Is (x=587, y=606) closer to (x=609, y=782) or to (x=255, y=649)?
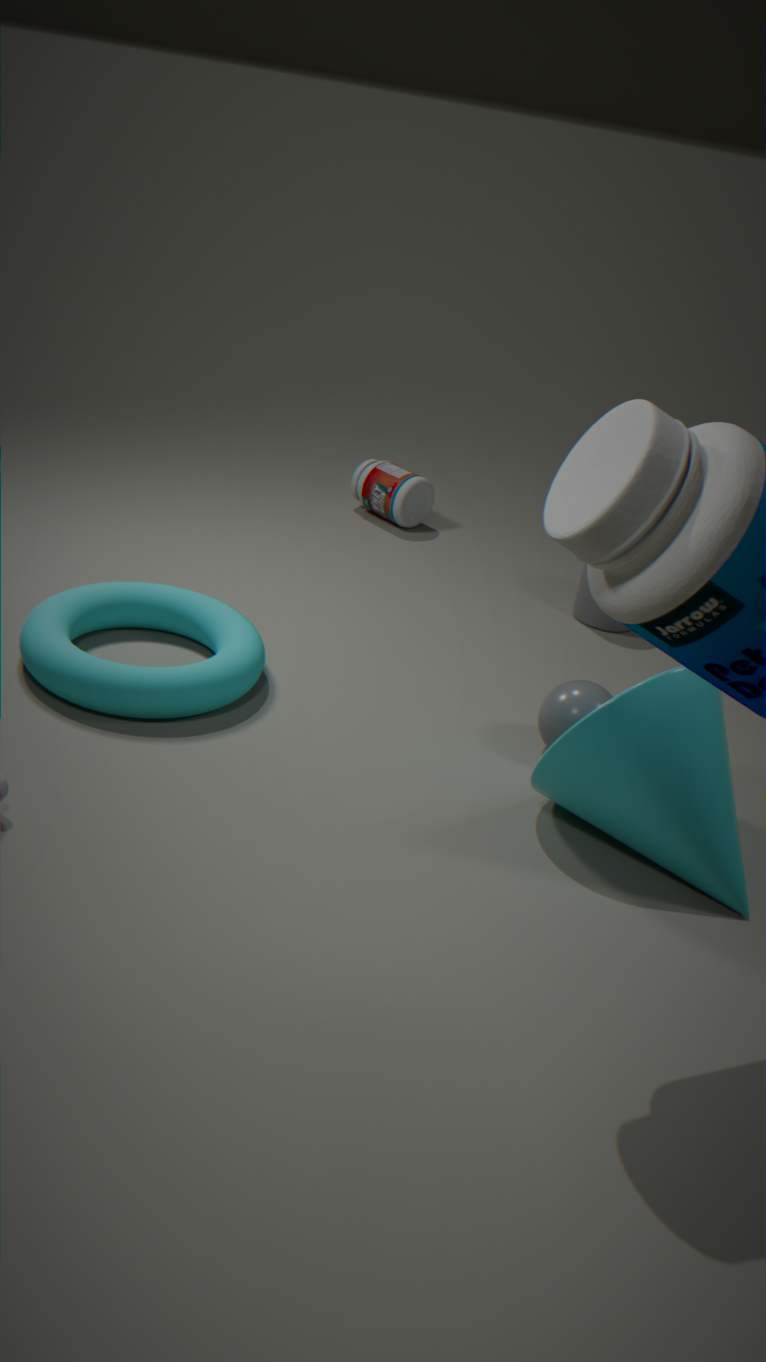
(x=609, y=782)
